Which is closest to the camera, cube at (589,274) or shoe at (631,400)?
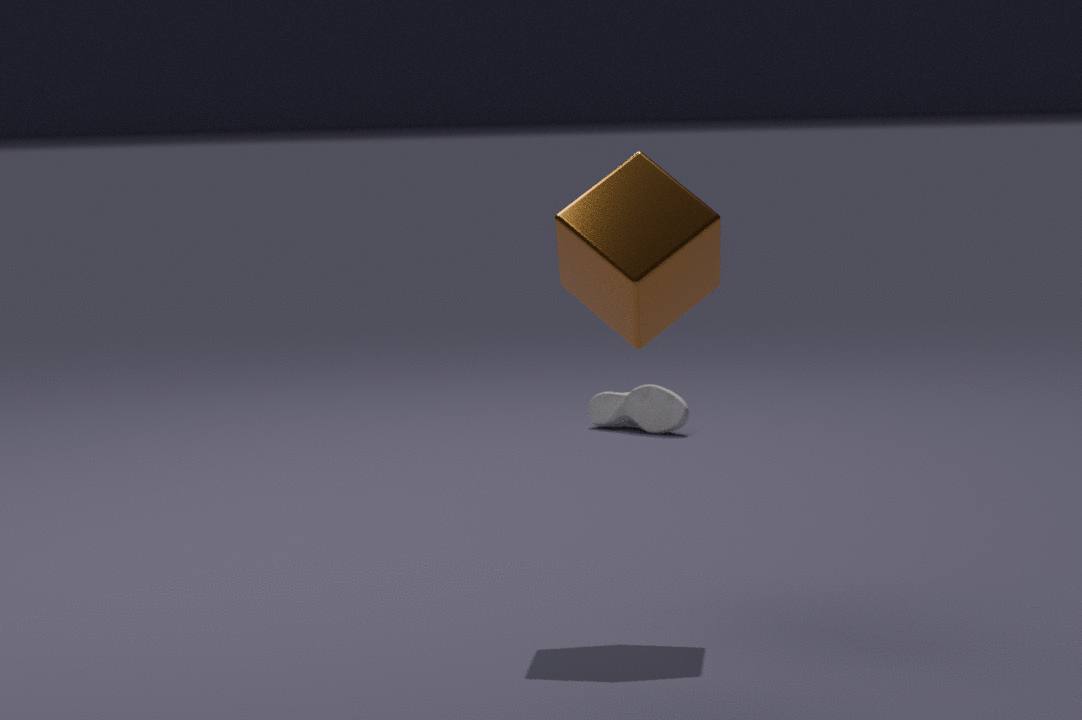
cube at (589,274)
